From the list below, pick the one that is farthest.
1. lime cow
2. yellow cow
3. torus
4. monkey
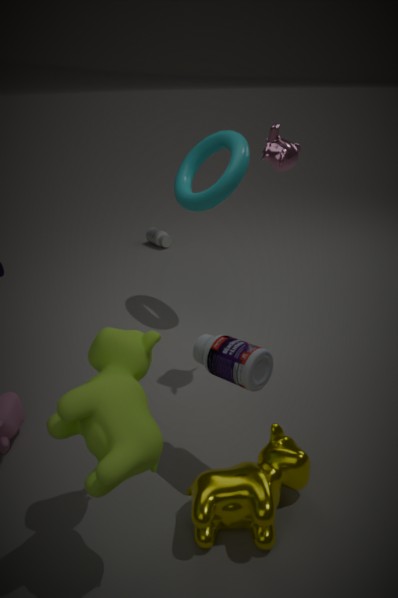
torus
